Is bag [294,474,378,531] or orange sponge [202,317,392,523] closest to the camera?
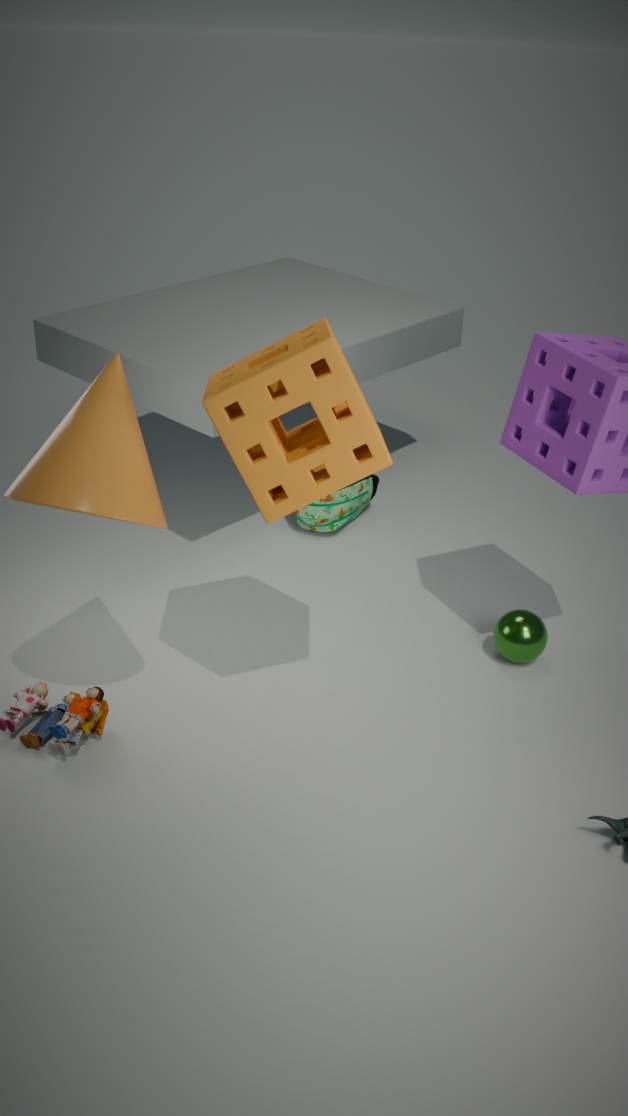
orange sponge [202,317,392,523]
